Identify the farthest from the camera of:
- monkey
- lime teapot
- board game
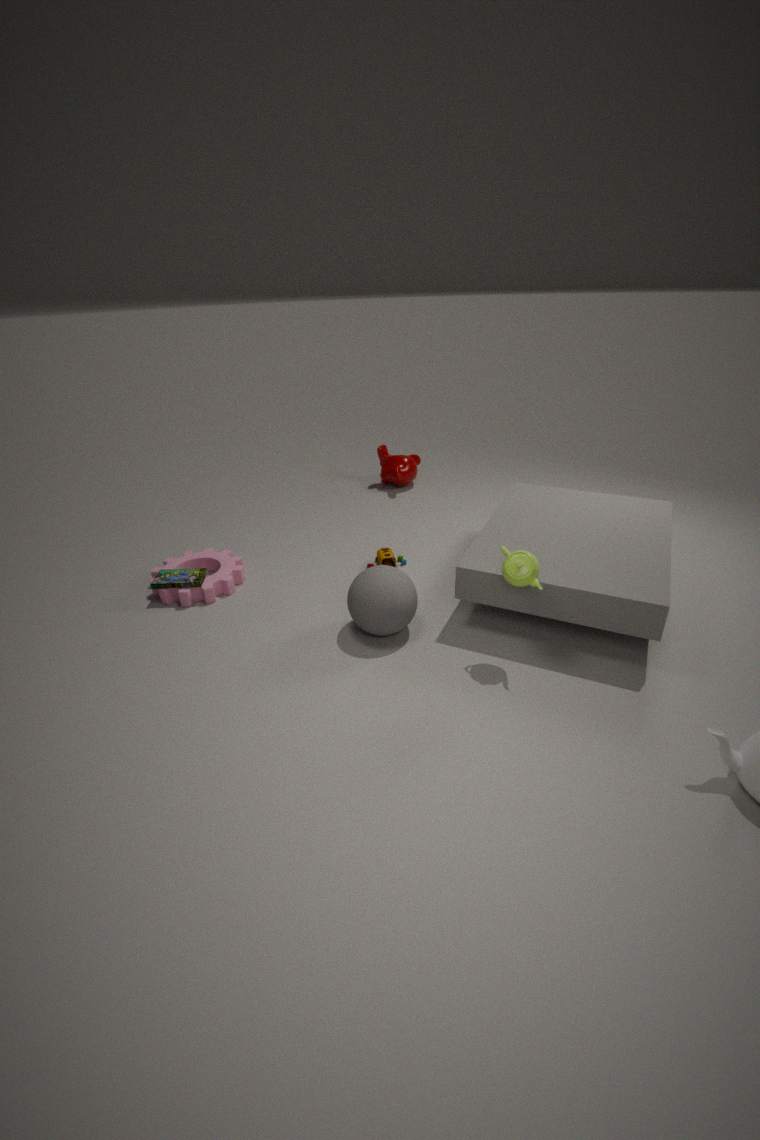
monkey
